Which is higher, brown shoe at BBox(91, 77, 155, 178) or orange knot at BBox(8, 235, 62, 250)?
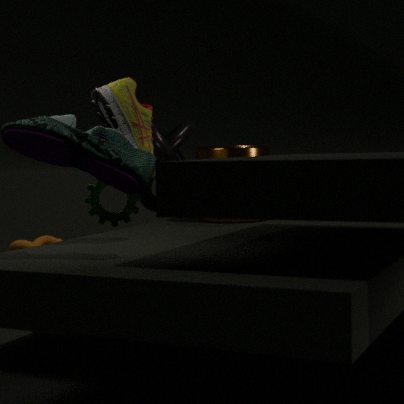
brown shoe at BBox(91, 77, 155, 178)
